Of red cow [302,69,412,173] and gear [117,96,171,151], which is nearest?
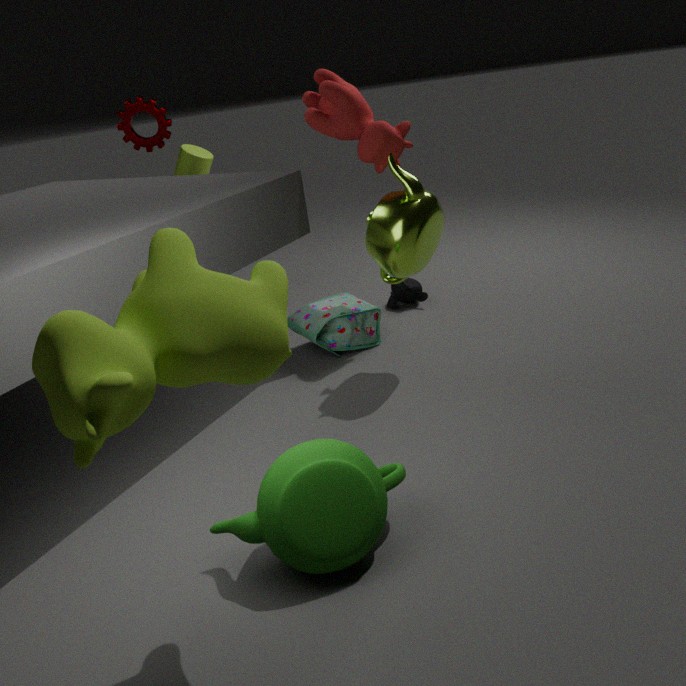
red cow [302,69,412,173]
